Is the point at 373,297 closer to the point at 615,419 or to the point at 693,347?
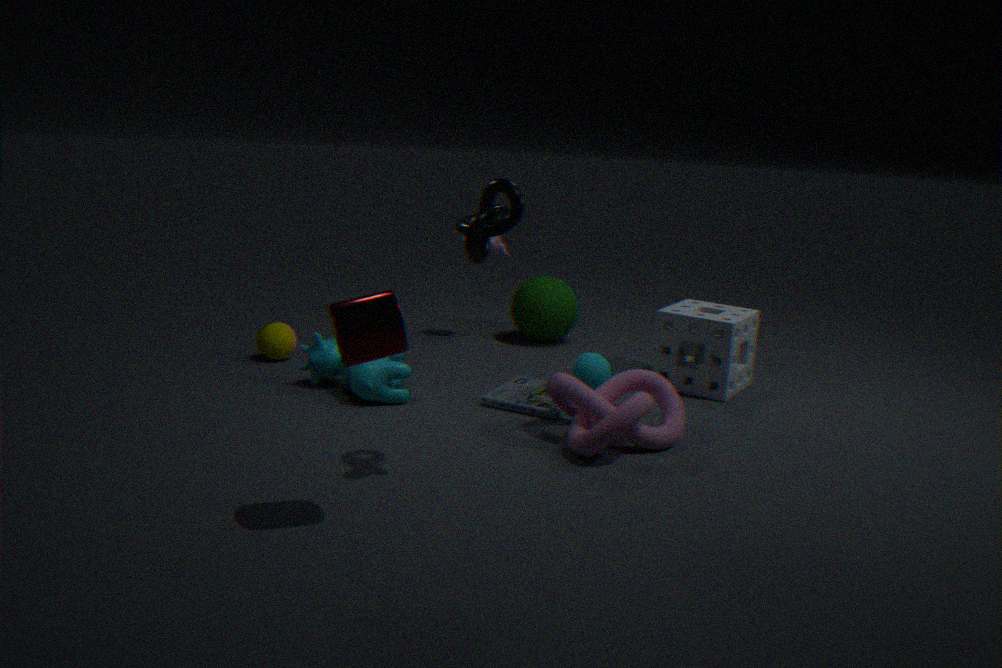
the point at 615,419
